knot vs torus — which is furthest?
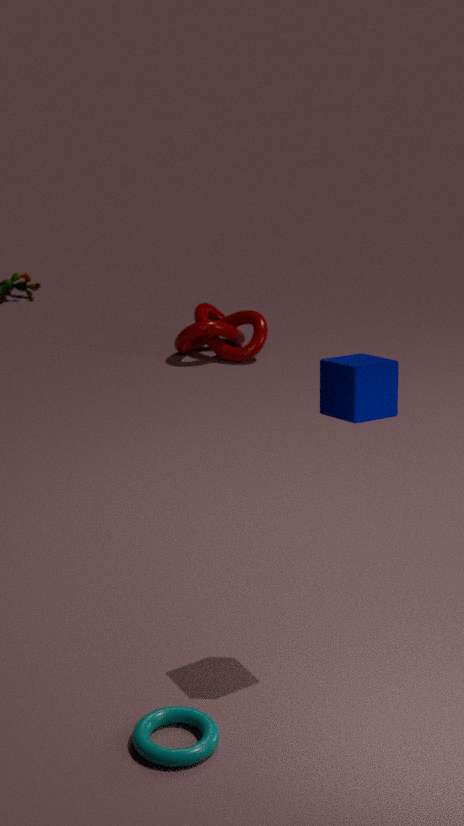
knot
